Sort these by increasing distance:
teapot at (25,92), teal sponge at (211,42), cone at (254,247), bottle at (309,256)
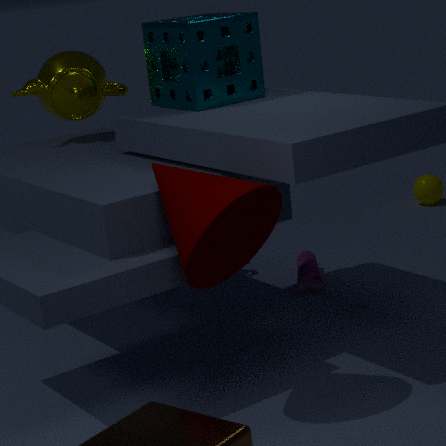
cone at (254,247)
teal sponge at (211,42)
teapot at (25,92)
bottle at (309,256)
